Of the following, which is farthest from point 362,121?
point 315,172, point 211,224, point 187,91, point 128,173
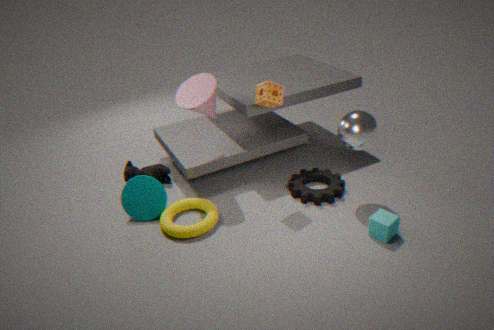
point 128,173
